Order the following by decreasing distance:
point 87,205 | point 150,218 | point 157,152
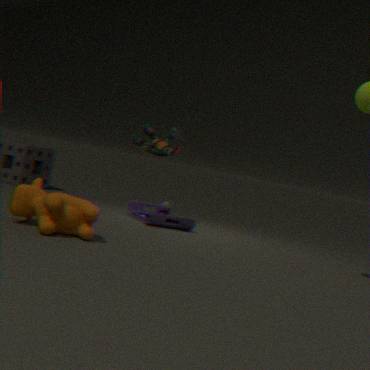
point 150,218 → point 157,152 → point 87,205
